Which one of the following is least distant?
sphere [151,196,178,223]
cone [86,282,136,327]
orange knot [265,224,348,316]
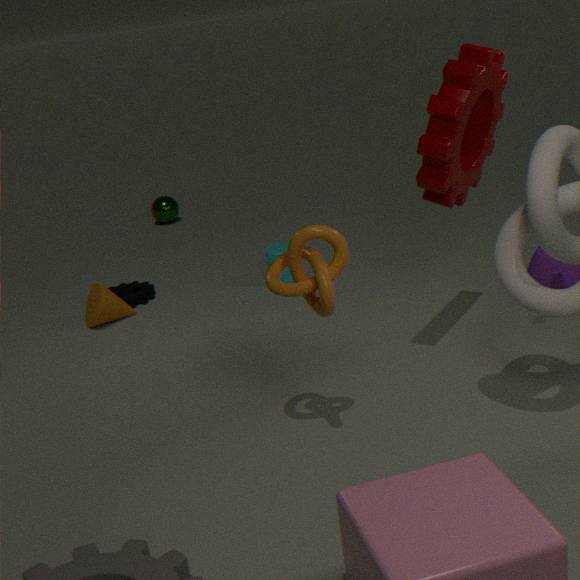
orange knot [265,224,348,316]
